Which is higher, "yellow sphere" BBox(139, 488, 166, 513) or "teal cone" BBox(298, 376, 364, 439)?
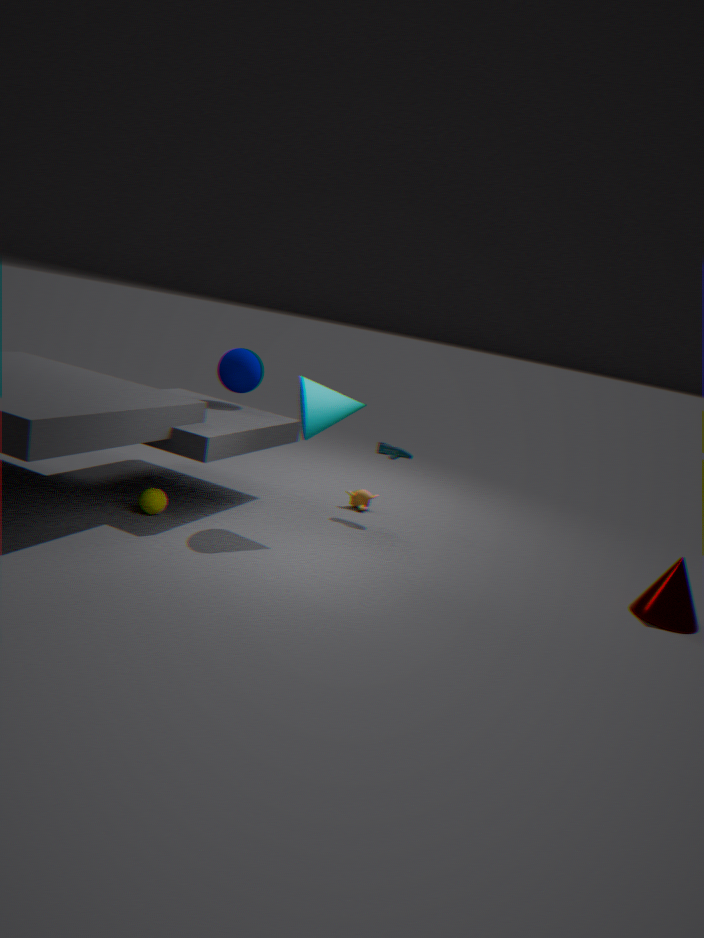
"teal cone" BBox(298, 376, 364, 439)
